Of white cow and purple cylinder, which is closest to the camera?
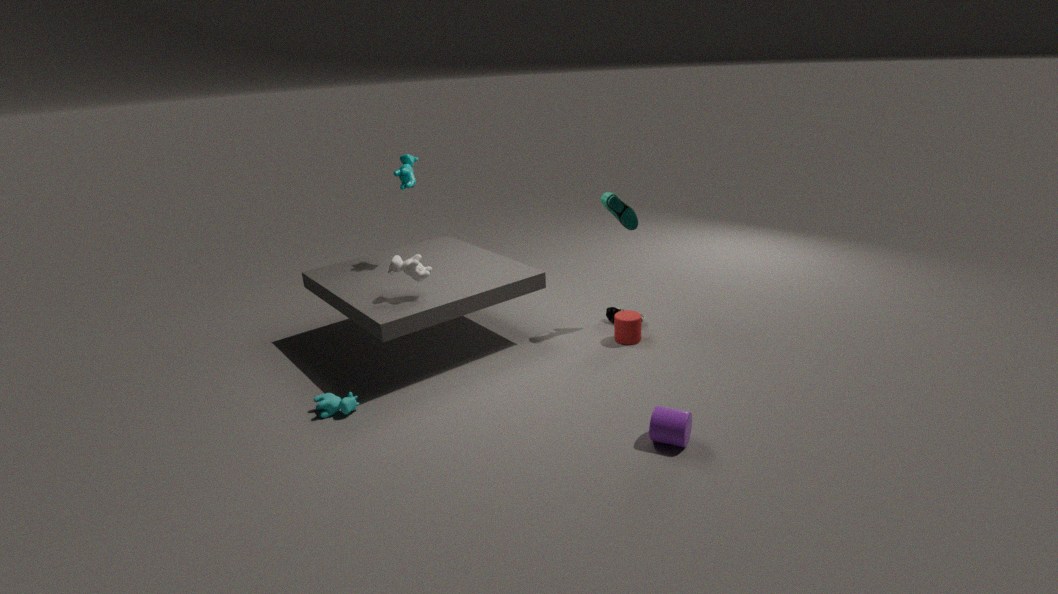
purple cylinder
